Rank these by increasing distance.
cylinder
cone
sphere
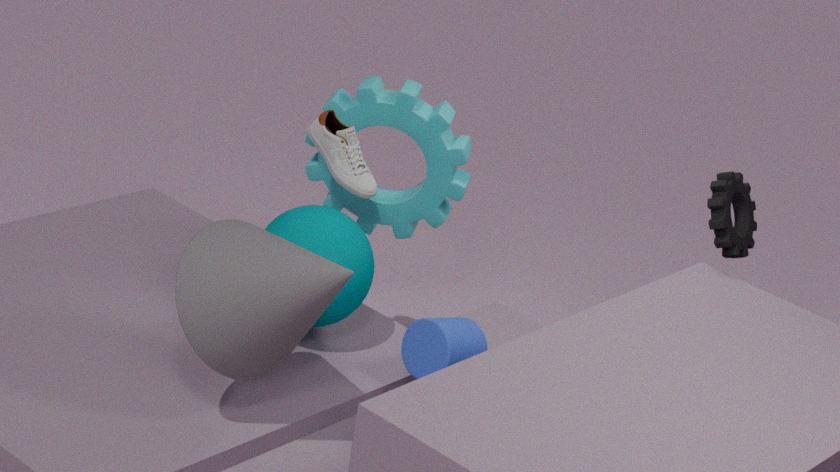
cone → cylinder → sphere
